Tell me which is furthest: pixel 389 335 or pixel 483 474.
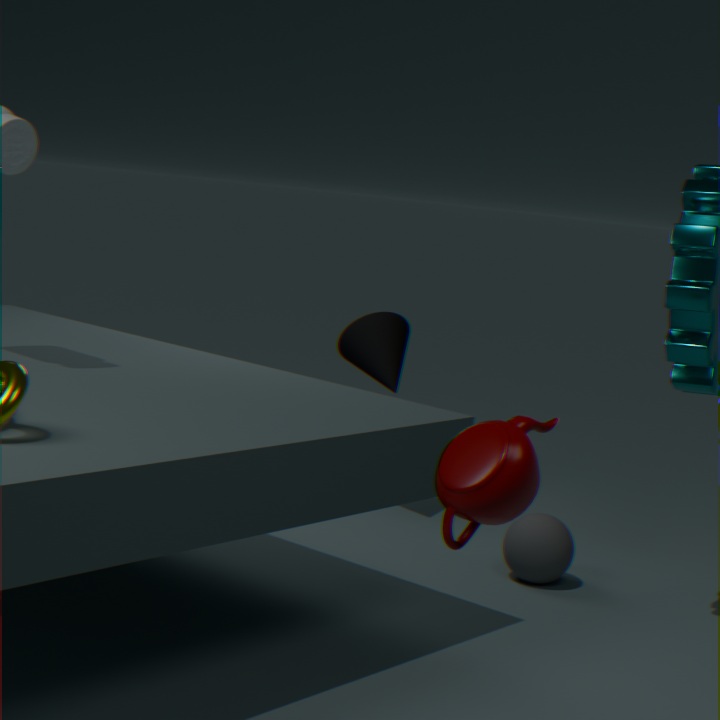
pixel 389 335
